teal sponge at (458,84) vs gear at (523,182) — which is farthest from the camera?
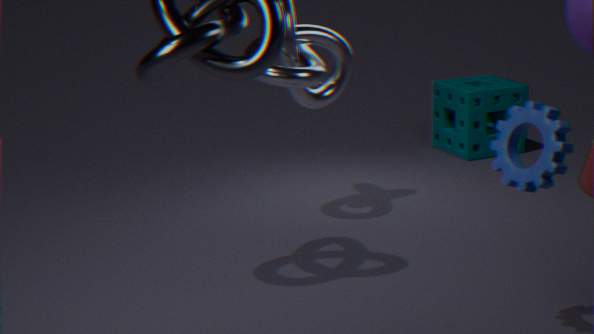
teal sponge at (458,84)
